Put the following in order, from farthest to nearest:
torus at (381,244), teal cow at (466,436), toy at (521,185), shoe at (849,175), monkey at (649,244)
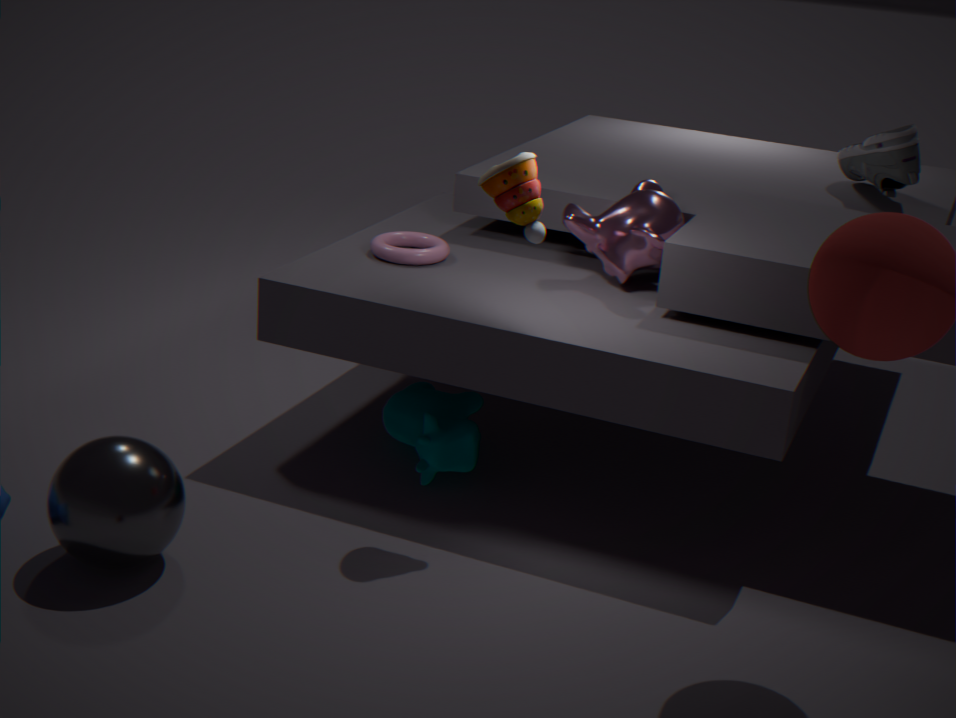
shoe at (849,175) < torus at (381,244) < monkey at (649,244) < teal cow at (466,436) < toy at (521,185)
